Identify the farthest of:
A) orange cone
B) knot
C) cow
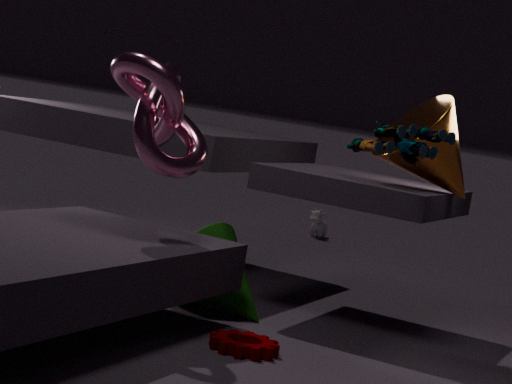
cow
